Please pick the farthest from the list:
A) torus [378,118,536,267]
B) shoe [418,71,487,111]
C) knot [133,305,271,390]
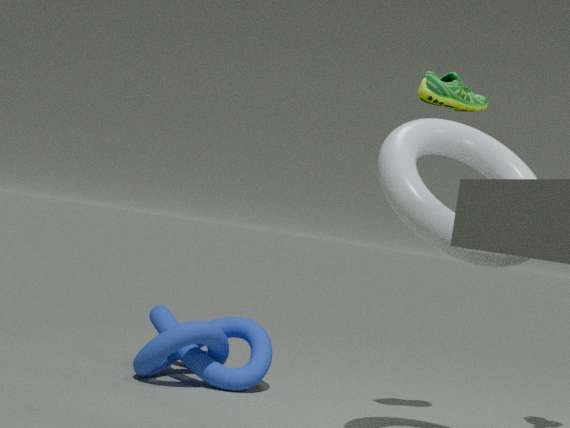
knot [133,305,271,390]
